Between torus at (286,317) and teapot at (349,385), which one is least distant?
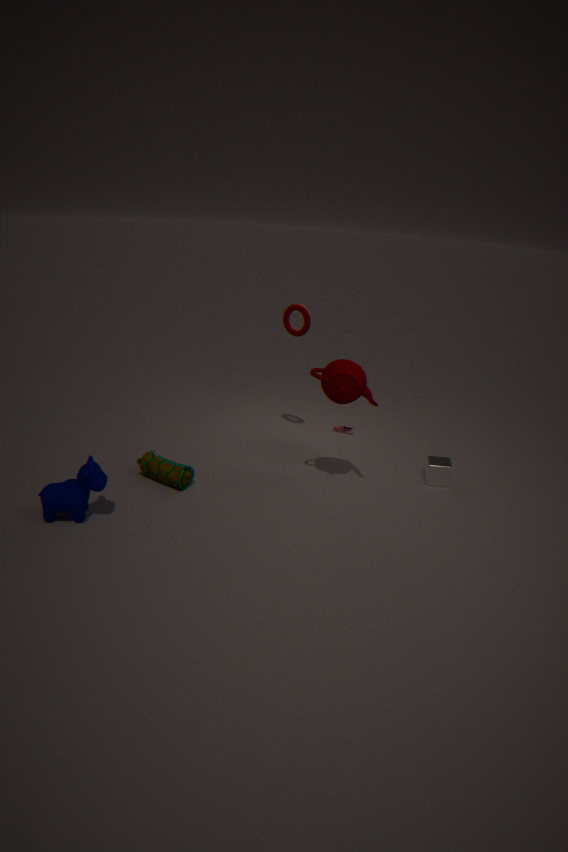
teapot at (349,385)
